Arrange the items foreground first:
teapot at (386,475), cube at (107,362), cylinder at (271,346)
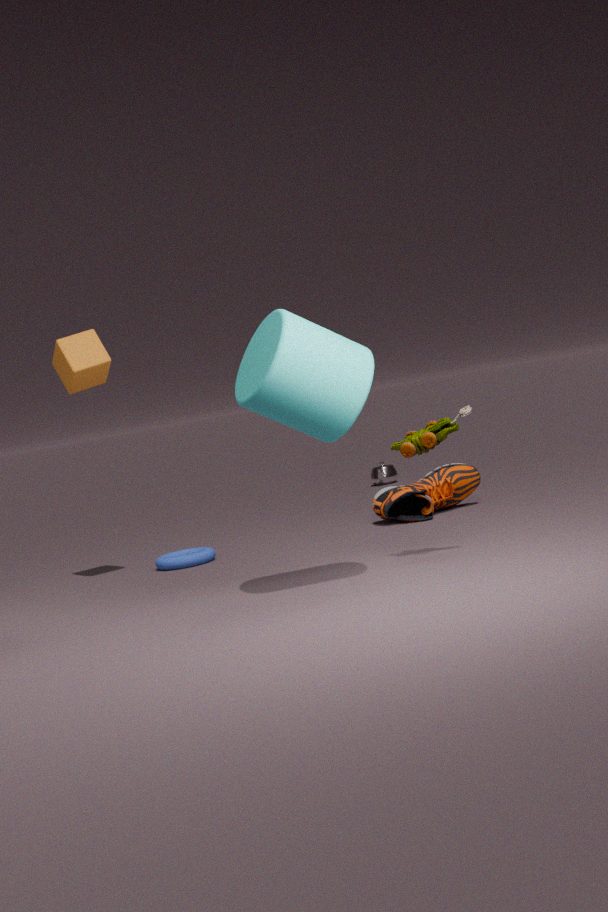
cylinder at (271,346) < cube at (107,362) < teapot at (386,475)
